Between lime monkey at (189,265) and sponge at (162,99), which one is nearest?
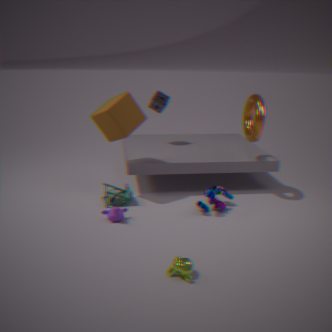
lime monkey at (189,265)
